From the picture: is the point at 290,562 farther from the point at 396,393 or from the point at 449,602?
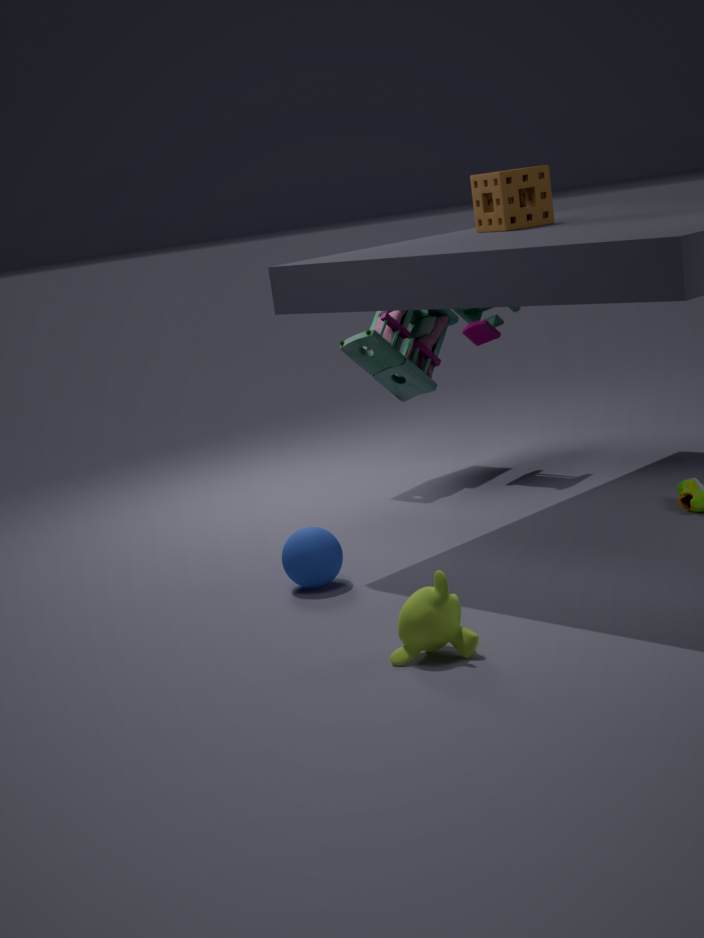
the point at 396,393
